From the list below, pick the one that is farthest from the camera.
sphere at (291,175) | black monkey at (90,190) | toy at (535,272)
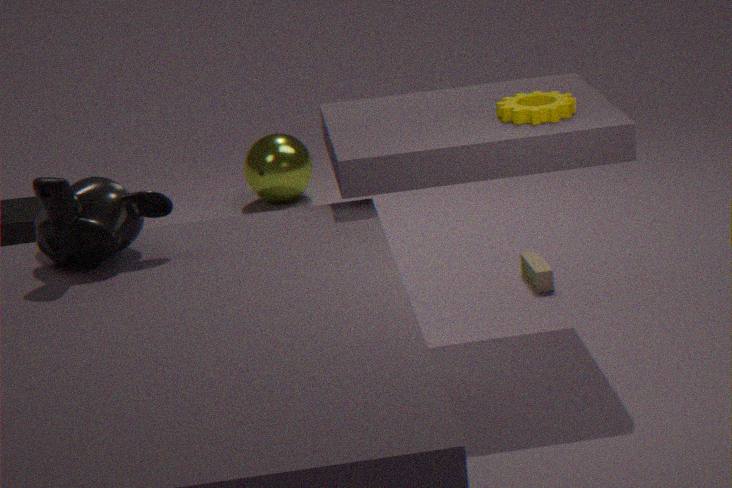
sphere at (291,175)
